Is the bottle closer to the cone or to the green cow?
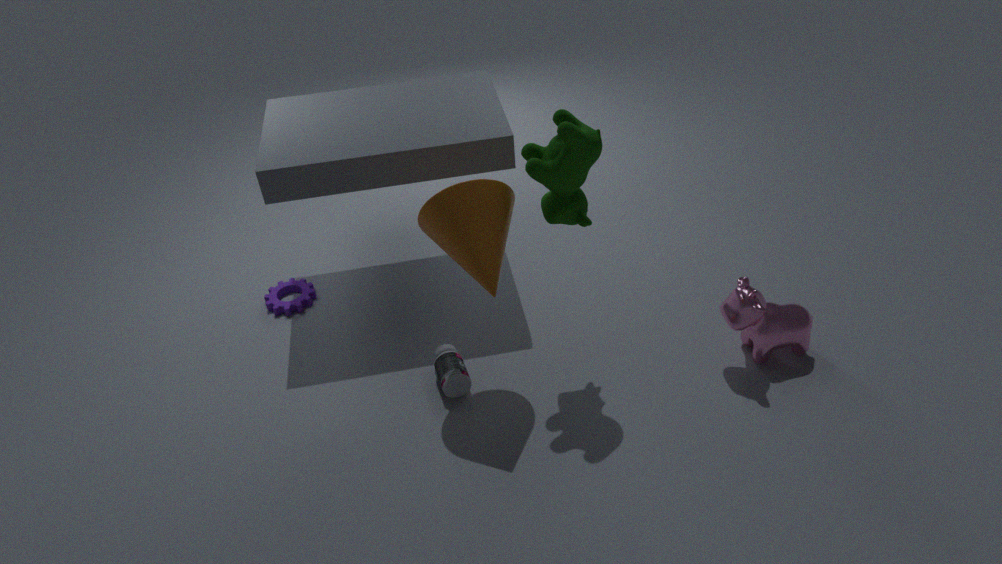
the cone
